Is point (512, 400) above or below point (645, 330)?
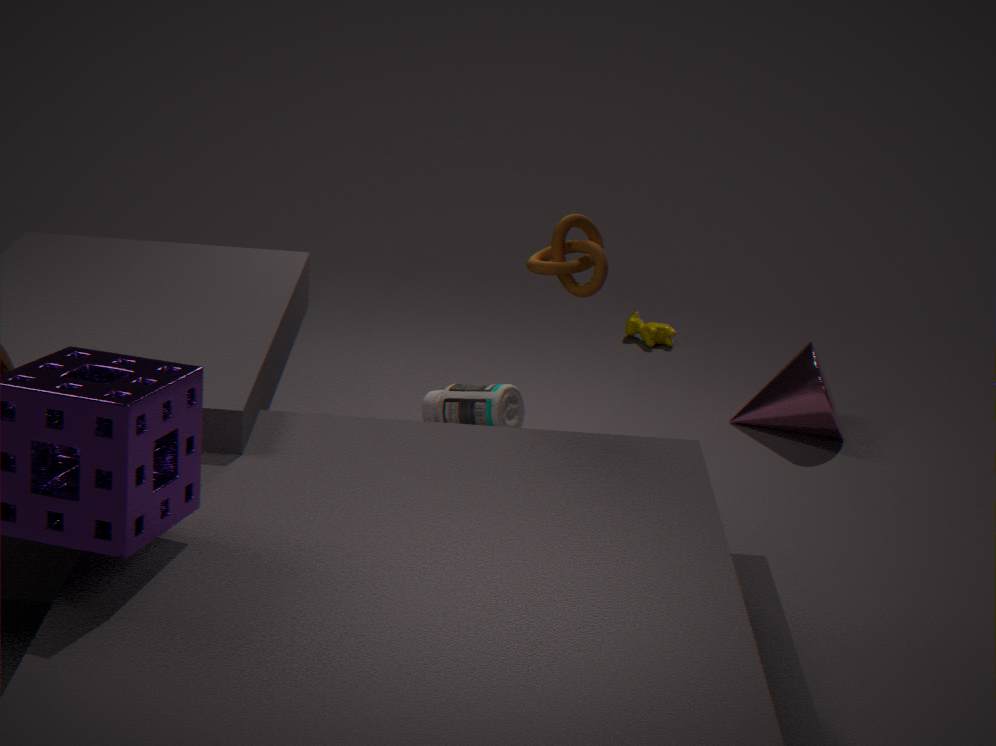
above
